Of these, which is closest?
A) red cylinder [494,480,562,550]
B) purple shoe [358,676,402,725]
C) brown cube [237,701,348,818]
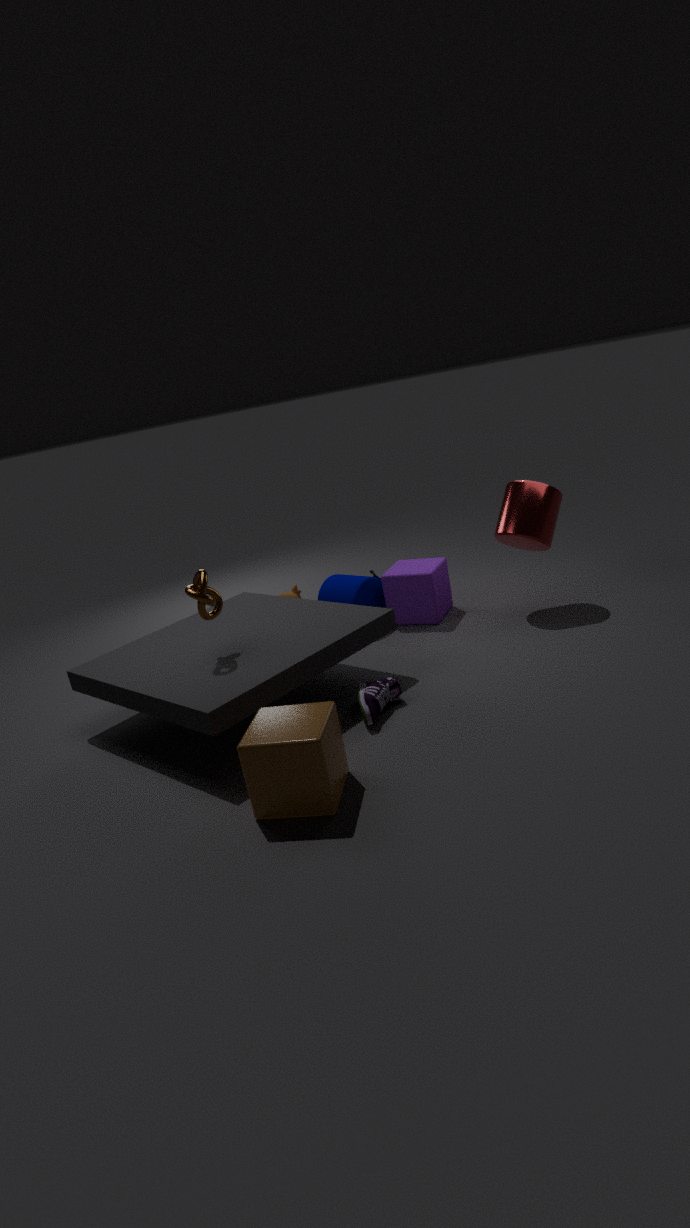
brown cube [237,701,348,818]
